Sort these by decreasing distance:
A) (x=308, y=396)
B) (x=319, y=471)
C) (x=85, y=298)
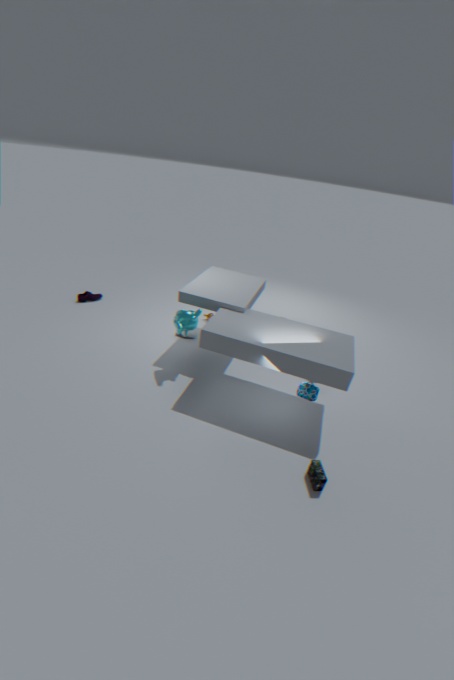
(x=85, y=298) < (x=308, y=396) < (x=319, y=471)
